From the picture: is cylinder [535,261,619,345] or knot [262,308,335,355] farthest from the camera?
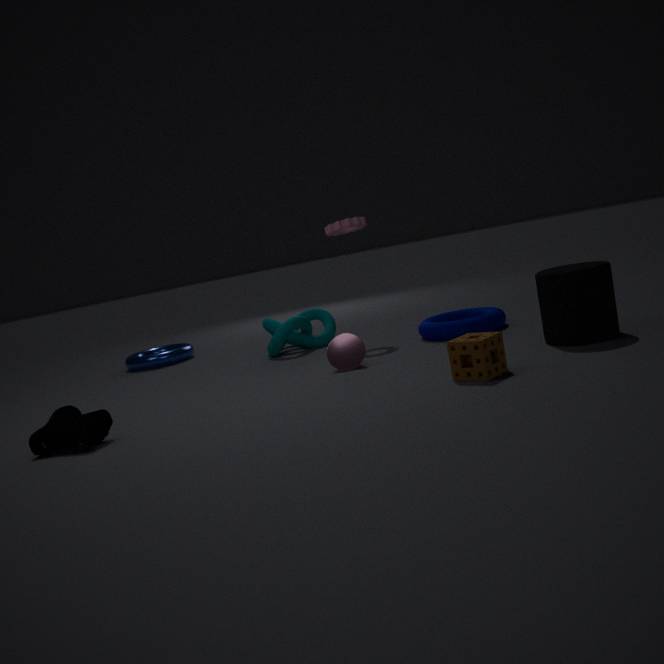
knot [262,308,335,355]
